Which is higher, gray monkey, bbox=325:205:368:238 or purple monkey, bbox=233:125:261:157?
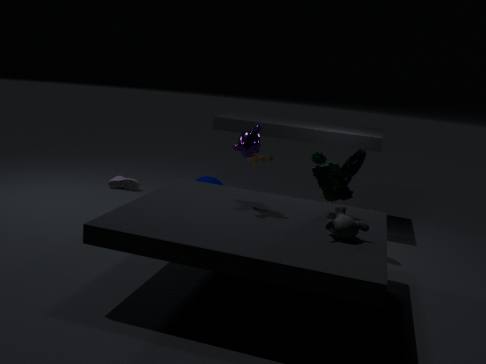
purple monkey, bbox=233:125:261:157
